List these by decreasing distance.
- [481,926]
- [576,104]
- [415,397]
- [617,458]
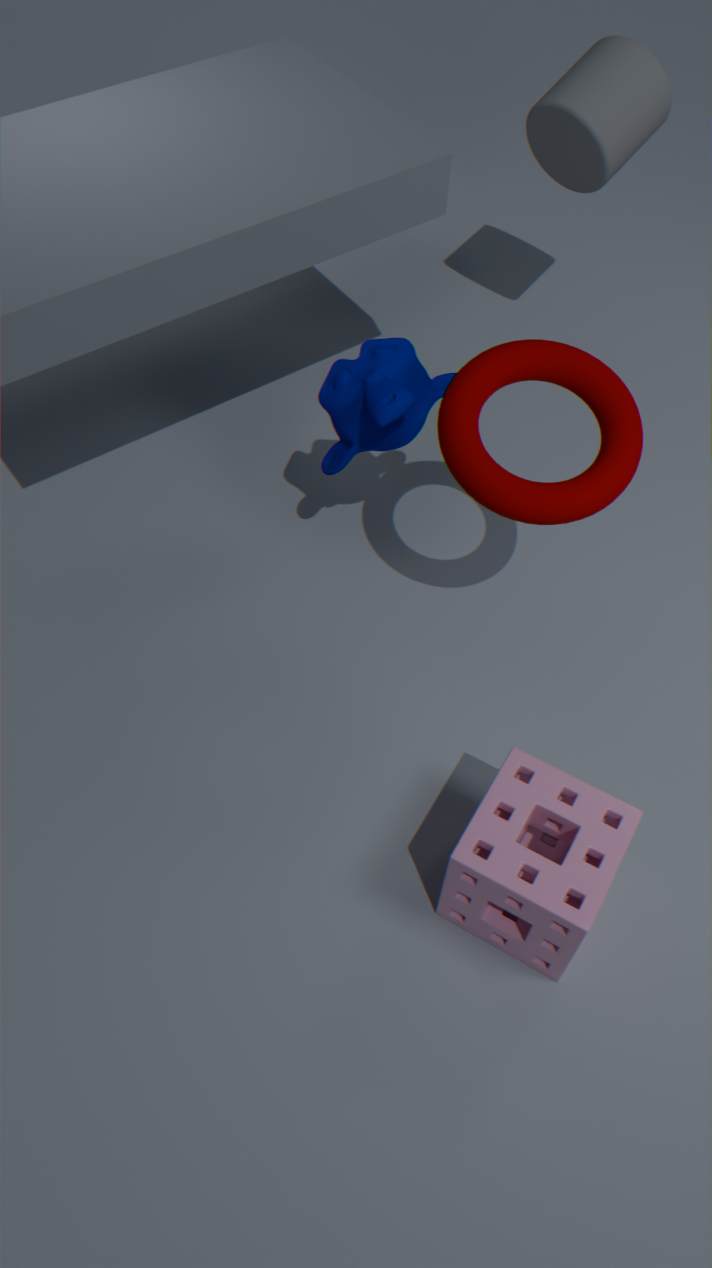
[576,104]
[415,397]
[481,926]
[617,458]
